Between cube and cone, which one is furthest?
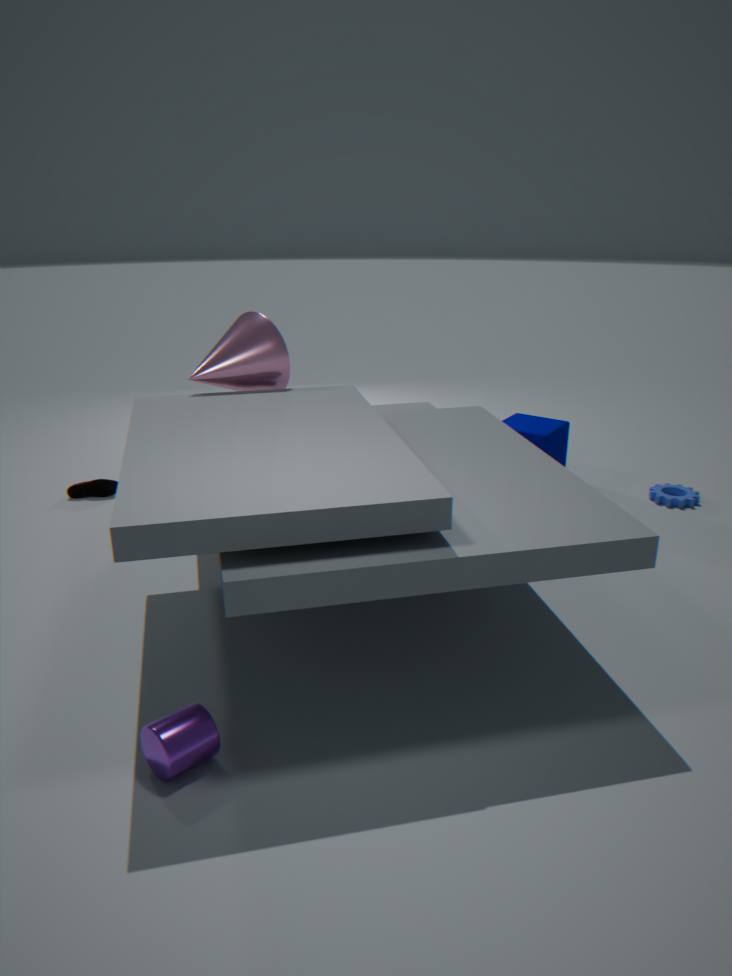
cube
